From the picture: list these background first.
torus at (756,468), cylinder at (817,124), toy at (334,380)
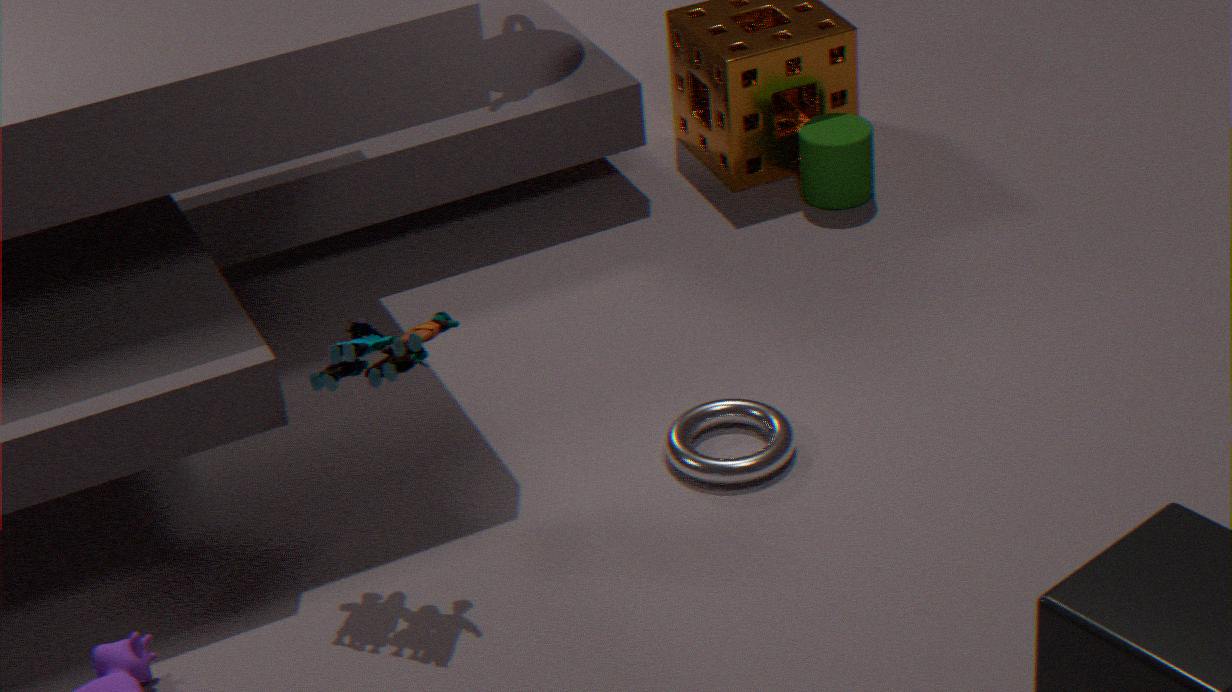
cylinder at (817,124), torus at (756,468), toy at (334,380)
